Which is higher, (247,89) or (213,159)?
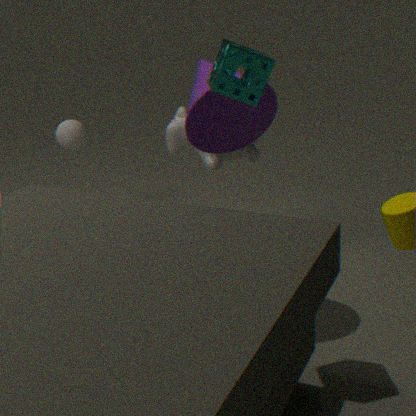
(247,89)
